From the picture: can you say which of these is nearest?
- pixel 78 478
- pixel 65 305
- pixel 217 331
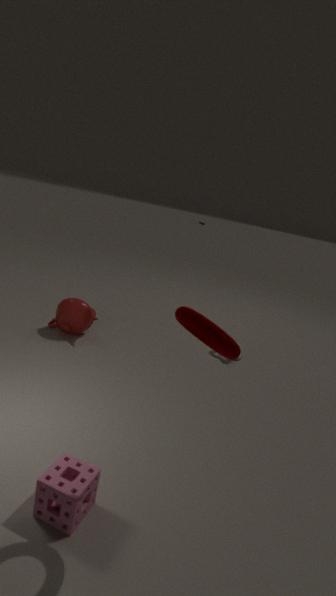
pixel 217 331
